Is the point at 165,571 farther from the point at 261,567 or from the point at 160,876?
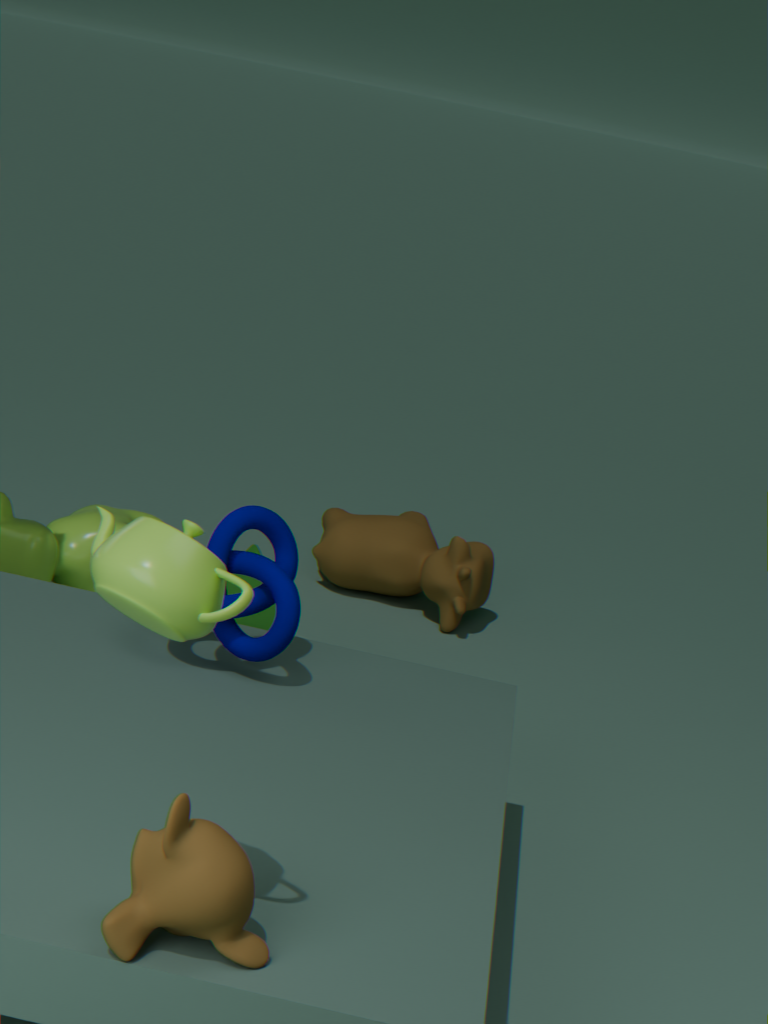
the point at 261,567
